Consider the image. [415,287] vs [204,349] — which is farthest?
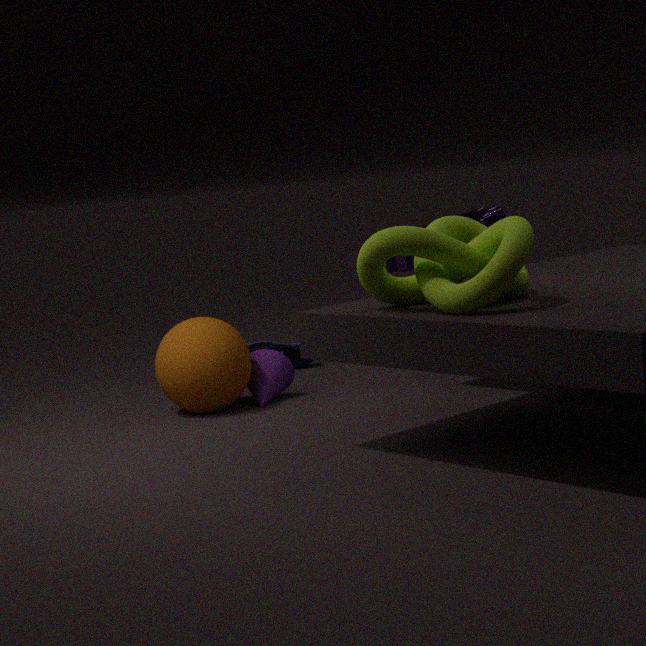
[204,349]
